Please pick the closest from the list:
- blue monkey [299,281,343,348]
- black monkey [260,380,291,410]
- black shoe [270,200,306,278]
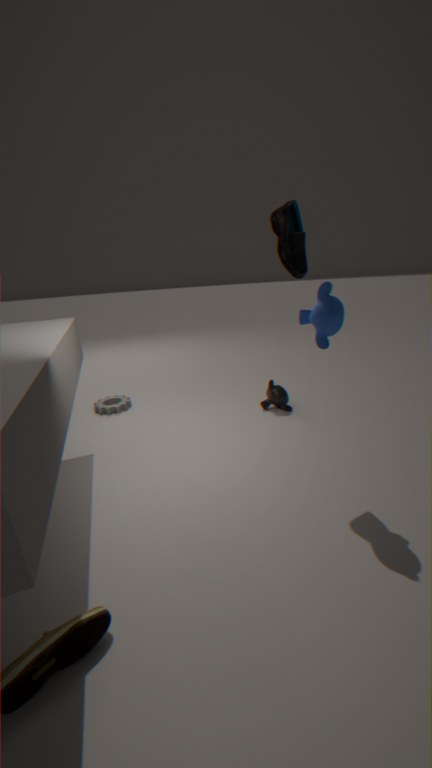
blue monkey [299,281,343,348]
